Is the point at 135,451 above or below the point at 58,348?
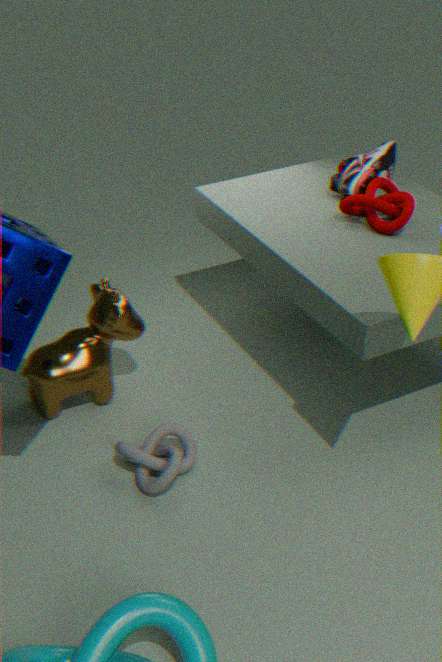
below
